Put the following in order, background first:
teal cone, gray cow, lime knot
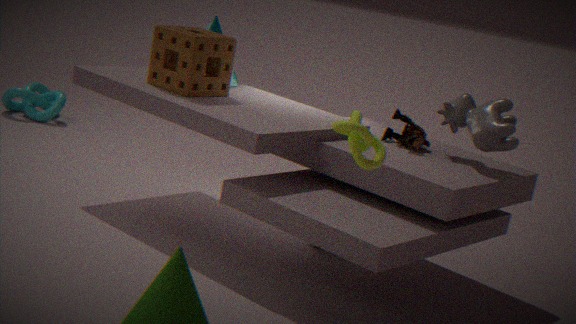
teal cone, gray cow, lime knot
